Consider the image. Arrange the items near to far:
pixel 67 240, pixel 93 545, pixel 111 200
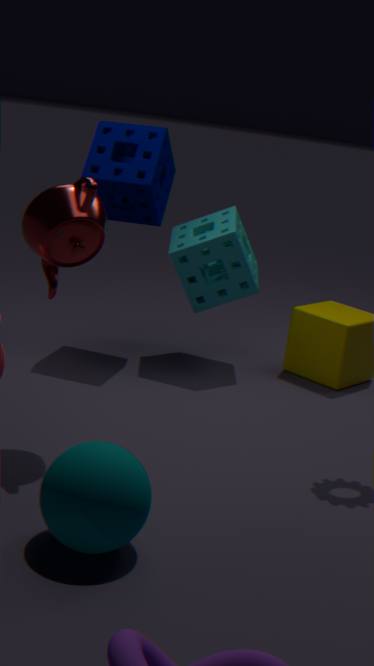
pixel 93 545 < pixel 67 240 < pixel 111 200
